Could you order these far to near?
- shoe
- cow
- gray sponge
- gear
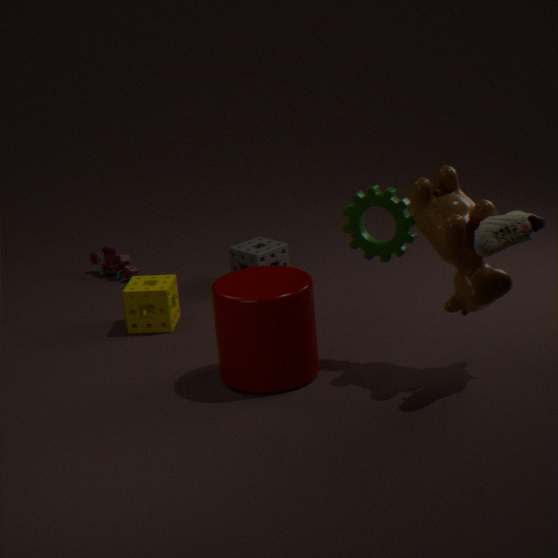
gray sponge
gear
cow
shoe
